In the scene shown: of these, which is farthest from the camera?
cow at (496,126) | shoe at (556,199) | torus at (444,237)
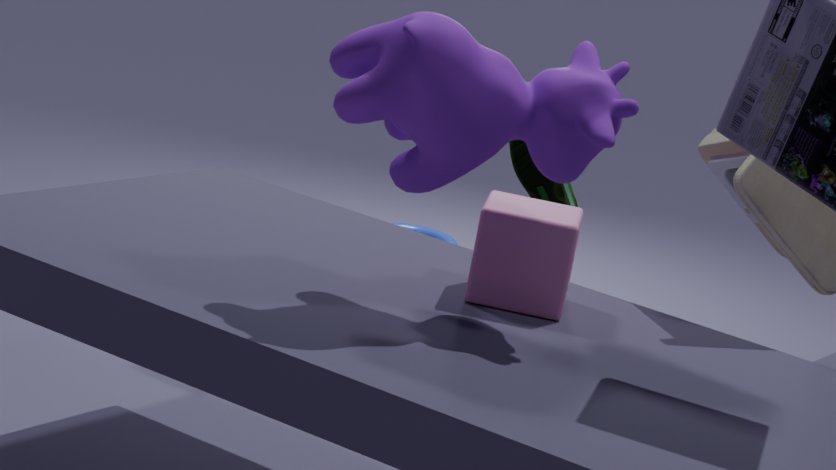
torus at (444,237)
